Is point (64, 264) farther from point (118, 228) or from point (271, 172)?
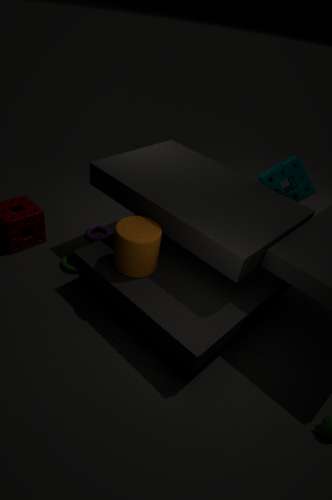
point (271, 172)
